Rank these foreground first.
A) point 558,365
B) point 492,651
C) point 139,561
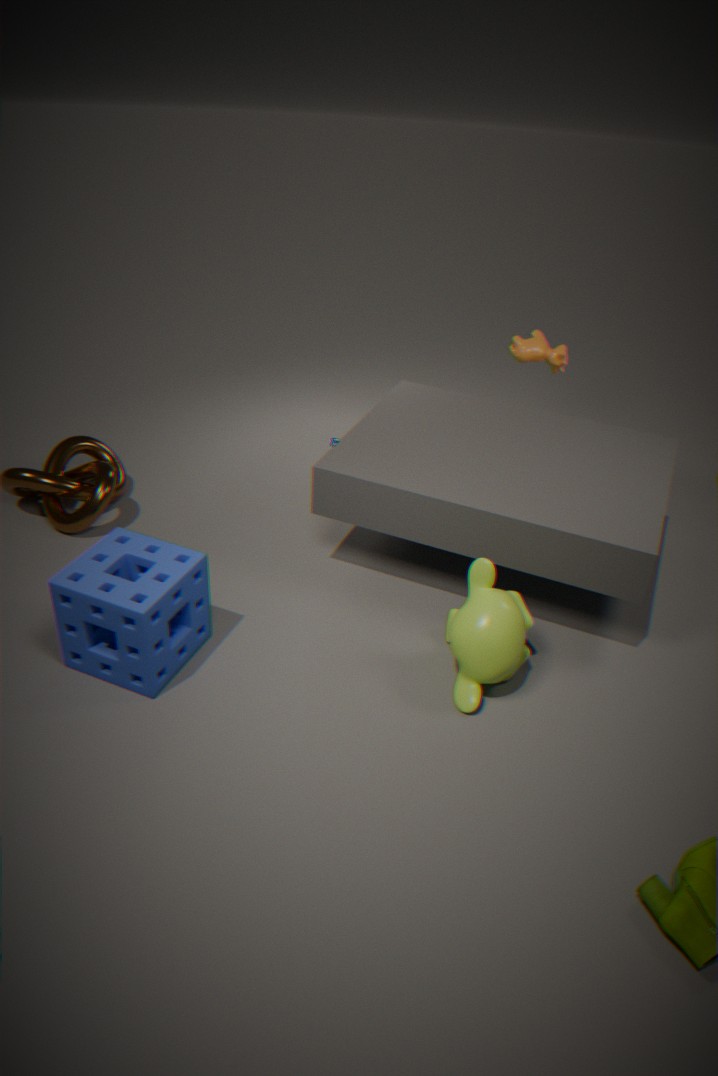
1. point 492,651
2. point 139,561
3. point 558,365
